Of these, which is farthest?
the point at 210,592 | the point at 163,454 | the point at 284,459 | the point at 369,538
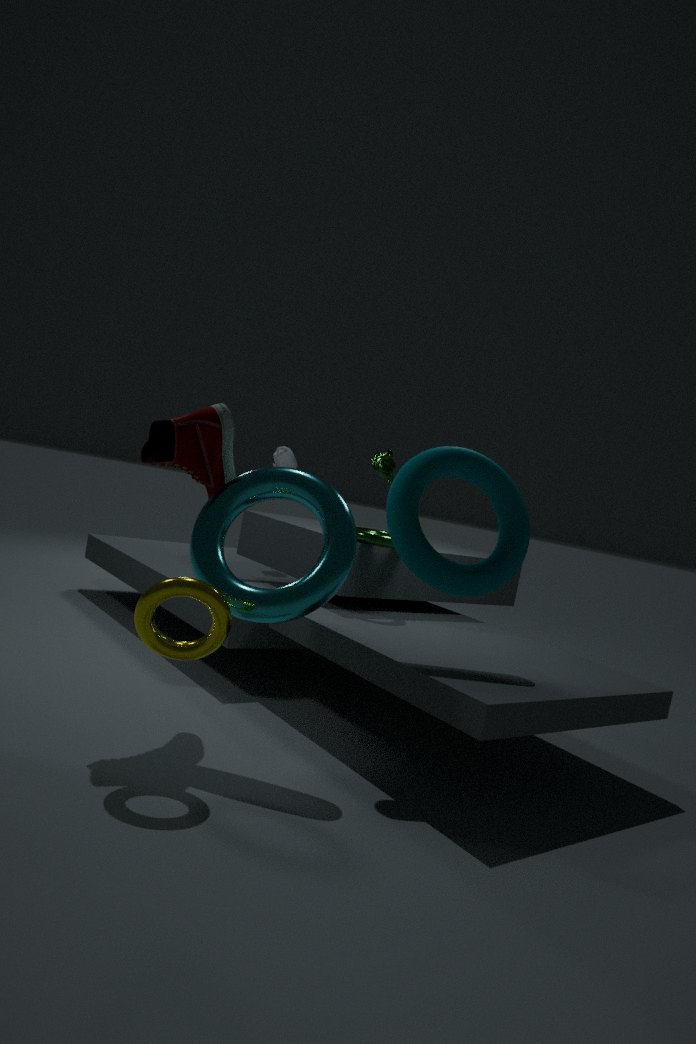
the point at 284,459
